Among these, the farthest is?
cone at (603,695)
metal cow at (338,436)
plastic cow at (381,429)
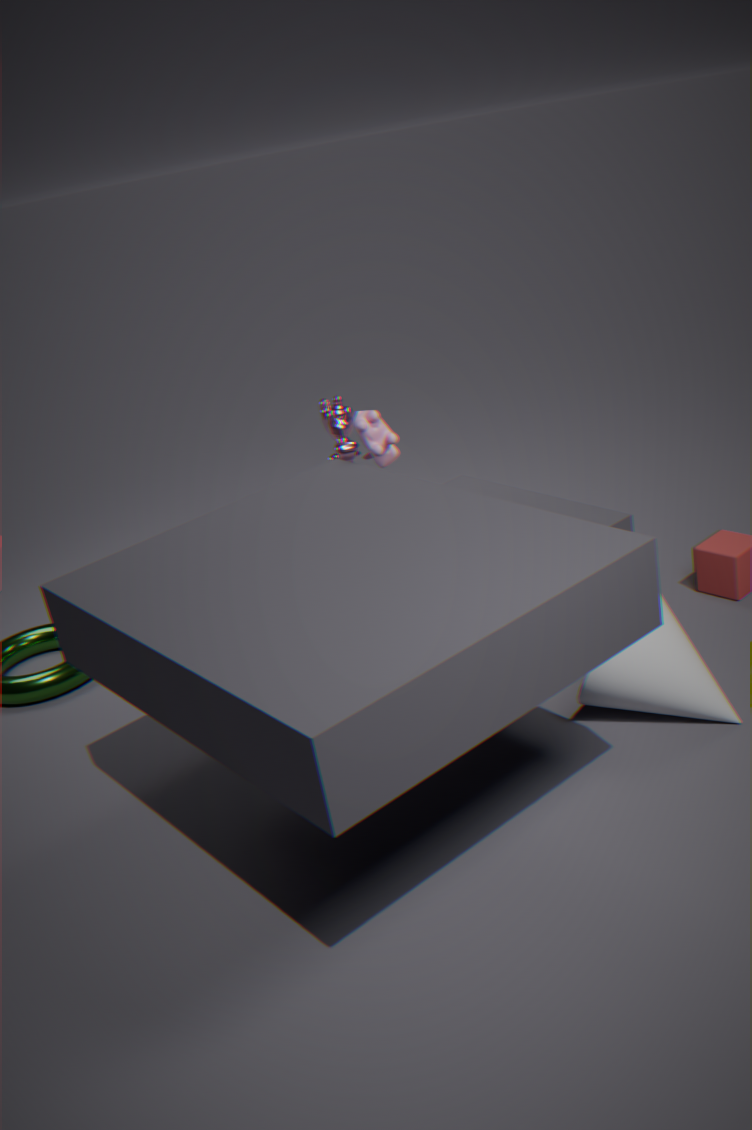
metal cow at (338,436)
